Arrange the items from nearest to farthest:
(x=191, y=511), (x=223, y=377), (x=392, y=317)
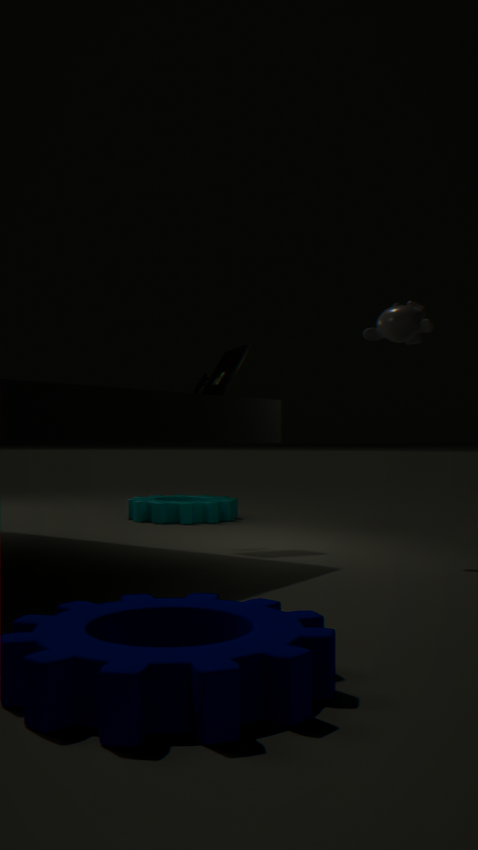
1. (x=392, y=317)
2. (x=223, y=377)
3. (x=191, y=511)
